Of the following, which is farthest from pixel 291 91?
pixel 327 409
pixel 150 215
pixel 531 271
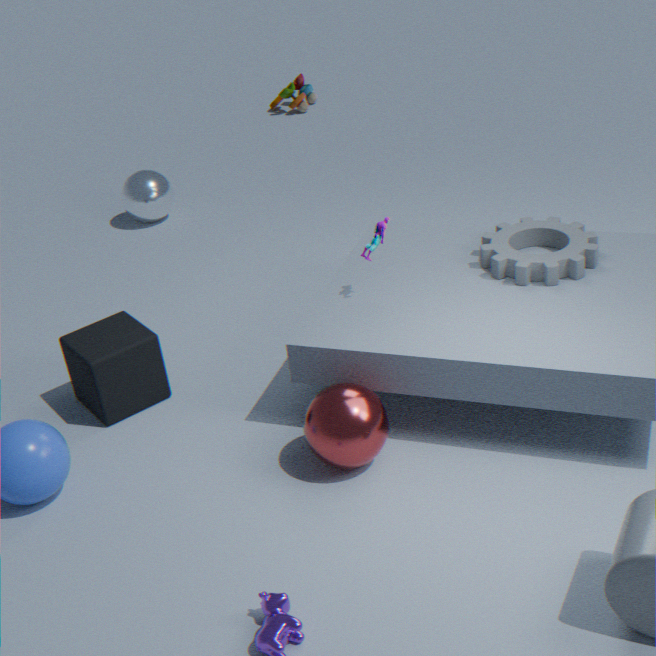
pixel 327 409
